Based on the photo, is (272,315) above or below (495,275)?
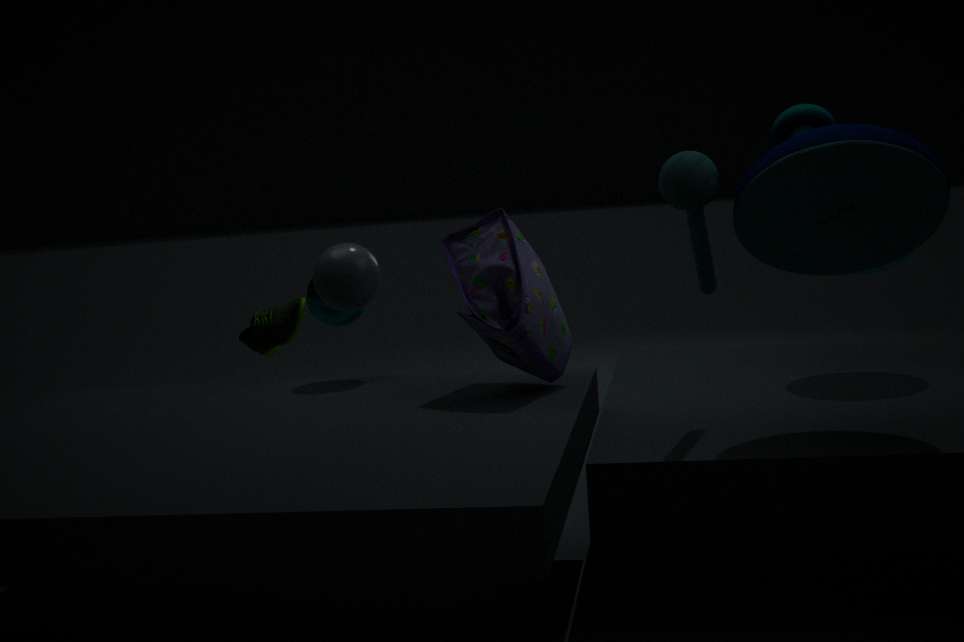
below
